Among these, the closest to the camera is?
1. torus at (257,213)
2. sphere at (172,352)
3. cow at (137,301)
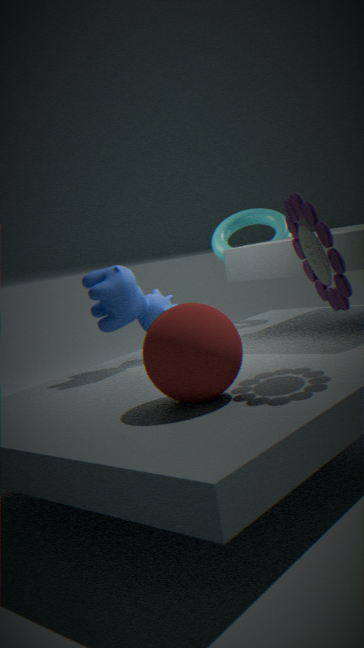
sphere at (172,352)
